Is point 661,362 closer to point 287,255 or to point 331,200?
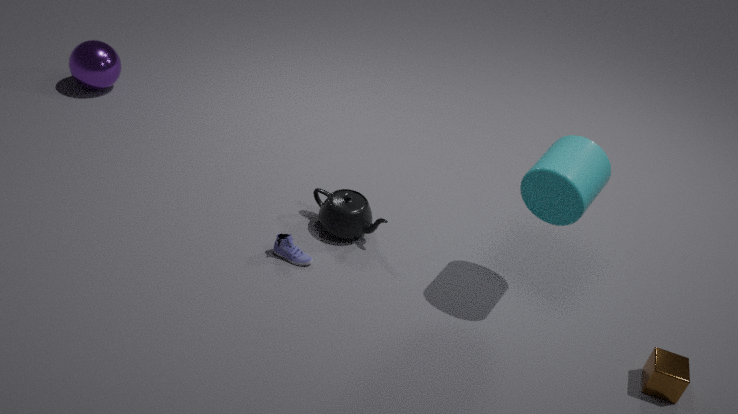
point 331,200
